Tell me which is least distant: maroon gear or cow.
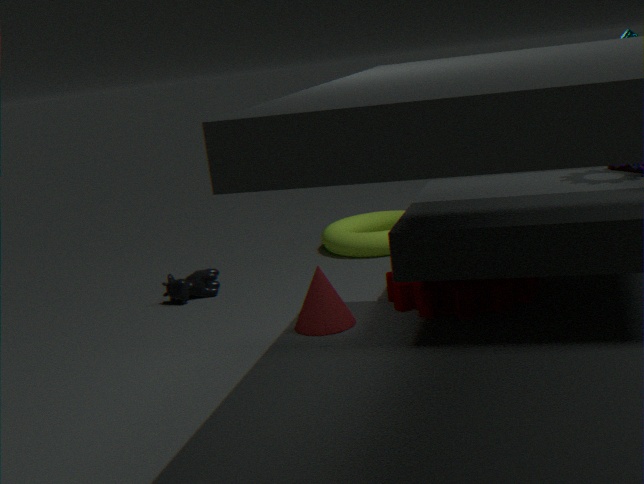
maroon gear
